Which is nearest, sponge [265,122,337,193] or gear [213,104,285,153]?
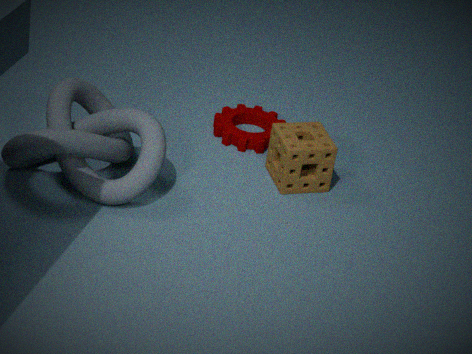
sponge [265,122,337,193]
